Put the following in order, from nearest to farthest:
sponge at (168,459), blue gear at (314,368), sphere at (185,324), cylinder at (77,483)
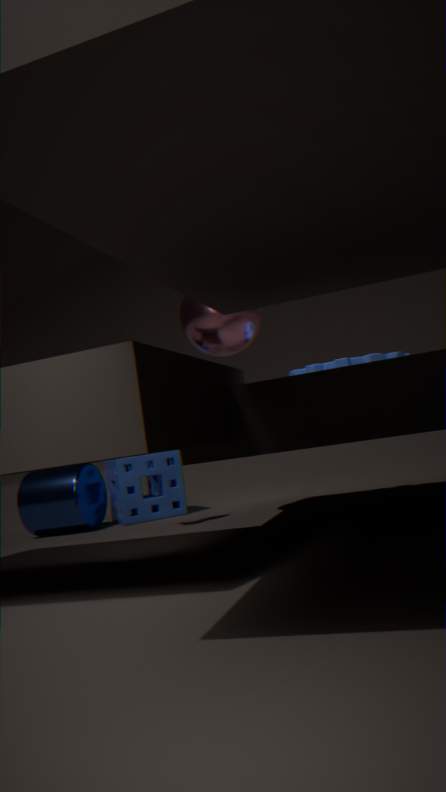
blue gear at (314,368) < sphere at (185,324) < cylinder at (77,483) < sponge at (168,459)
